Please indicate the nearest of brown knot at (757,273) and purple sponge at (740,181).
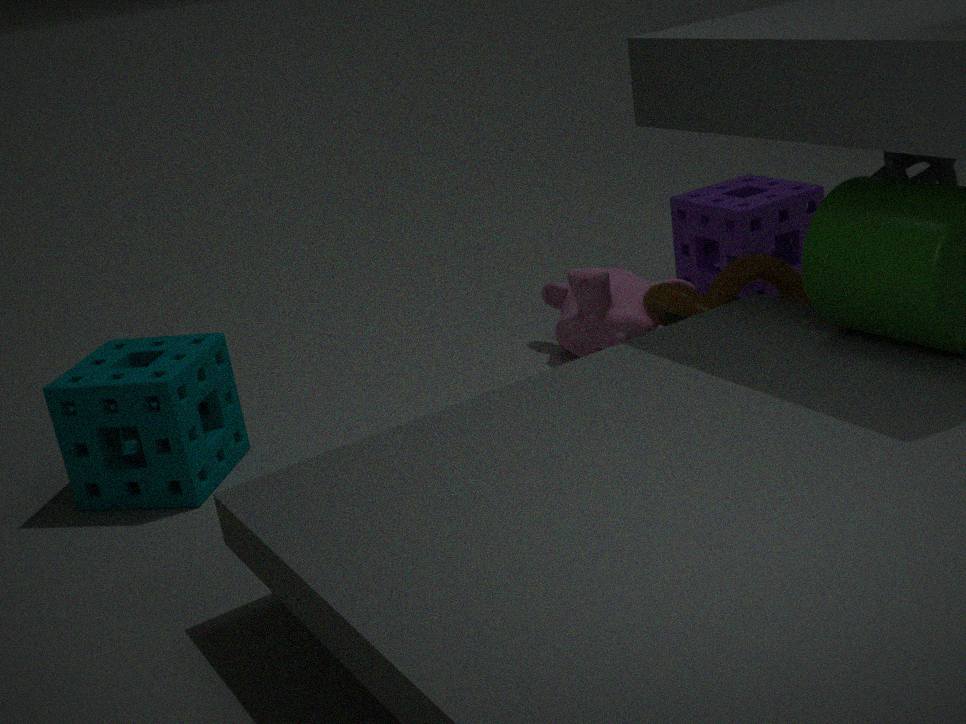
brown knot at (757,273)
